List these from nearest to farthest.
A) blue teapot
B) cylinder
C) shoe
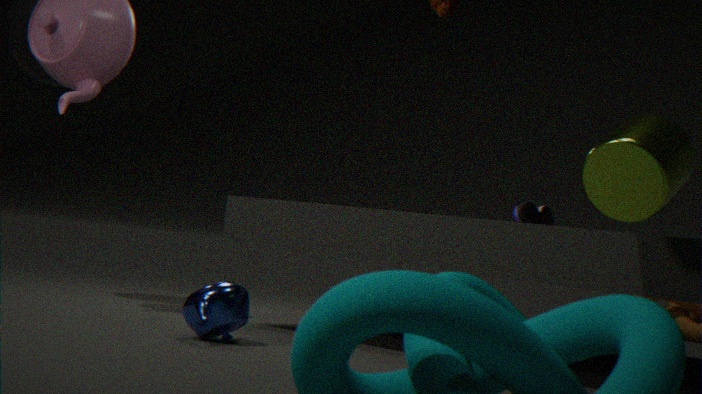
cylinder
blue teapot
shoe
